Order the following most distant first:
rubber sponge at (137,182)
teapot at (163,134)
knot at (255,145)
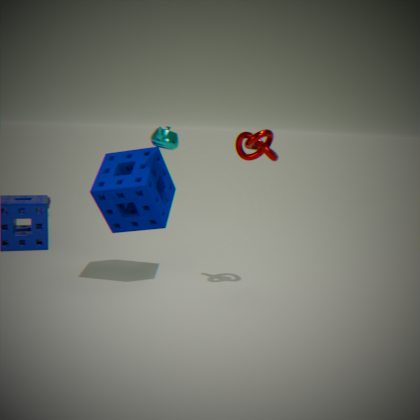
rubber sponge at (137,182) → teapot at (163,134) → knot at (255,145)
